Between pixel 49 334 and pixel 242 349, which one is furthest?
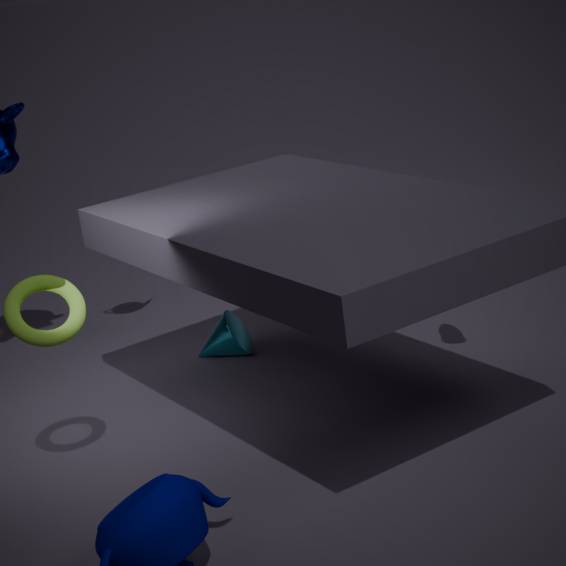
pixel 242 349
